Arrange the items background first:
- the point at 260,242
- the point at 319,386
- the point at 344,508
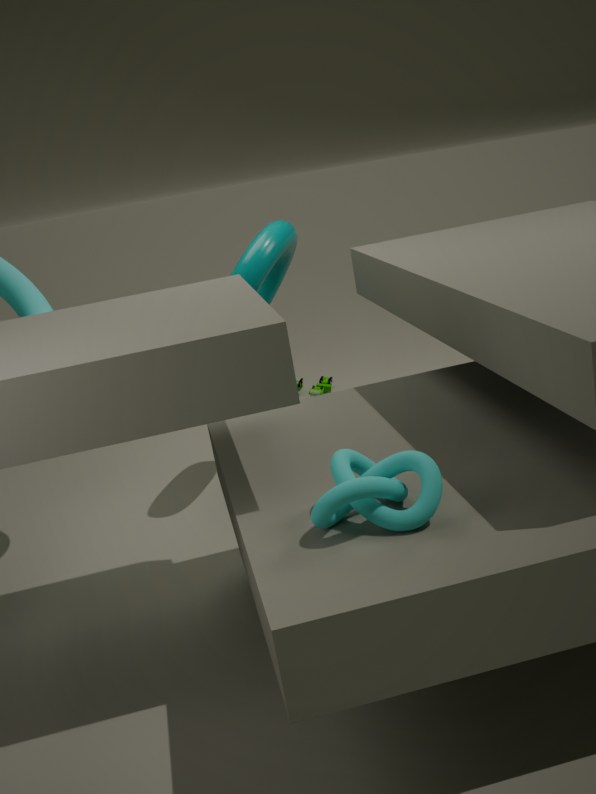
1. the point at 319,386
2. the point at 260,242
3. the point at 344,508
